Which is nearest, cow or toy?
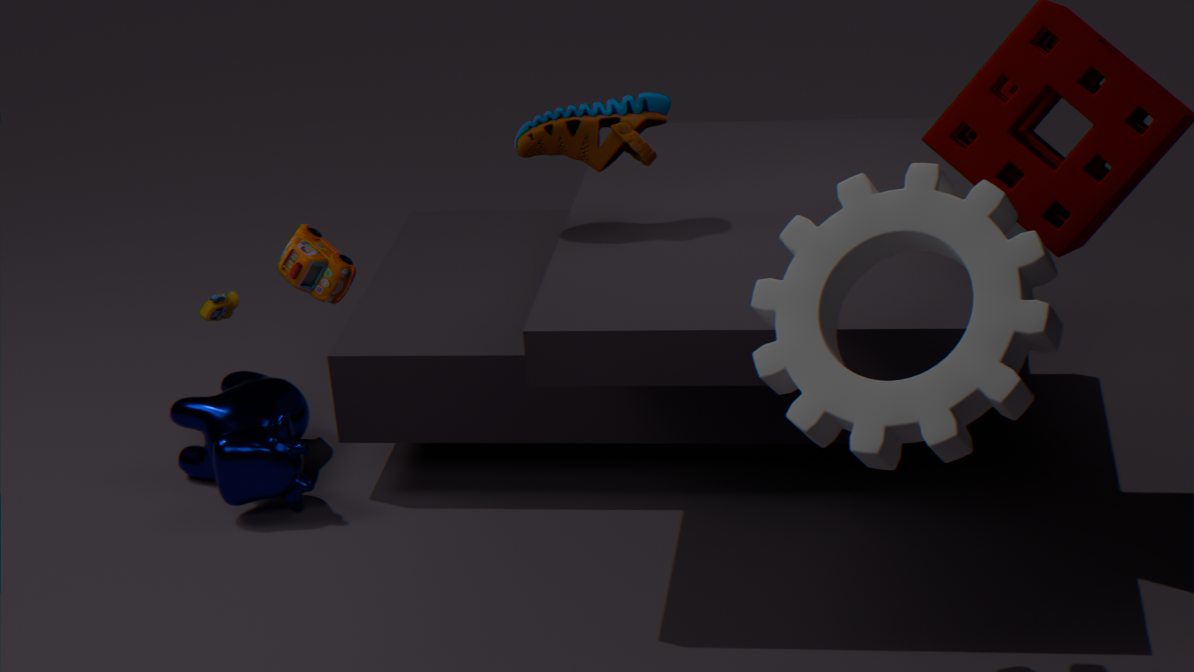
toy
